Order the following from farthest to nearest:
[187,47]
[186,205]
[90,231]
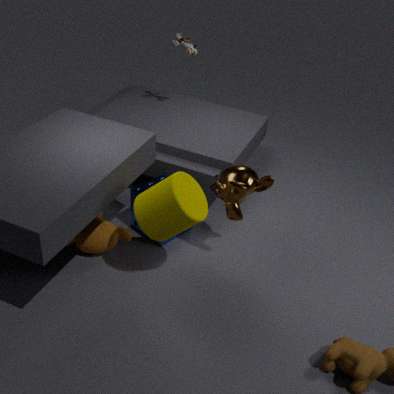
[187,47]
[90,231]
[186,205]
